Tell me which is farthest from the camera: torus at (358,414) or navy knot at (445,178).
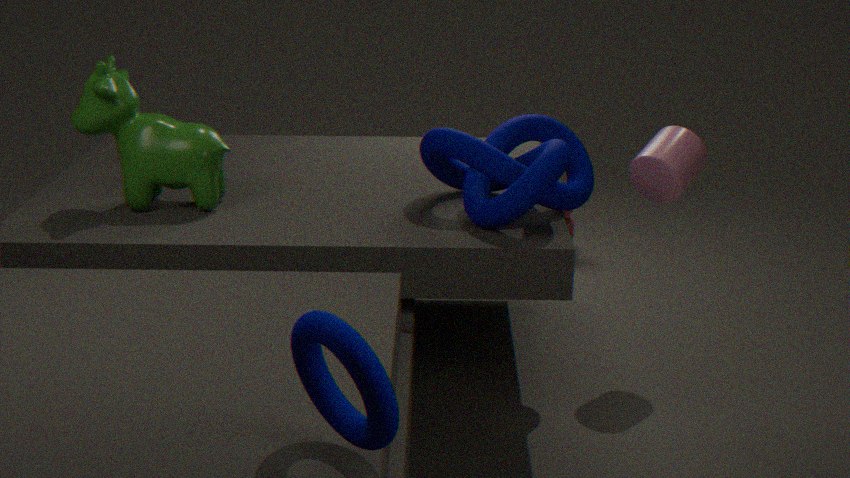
navy knot at (445,178)
